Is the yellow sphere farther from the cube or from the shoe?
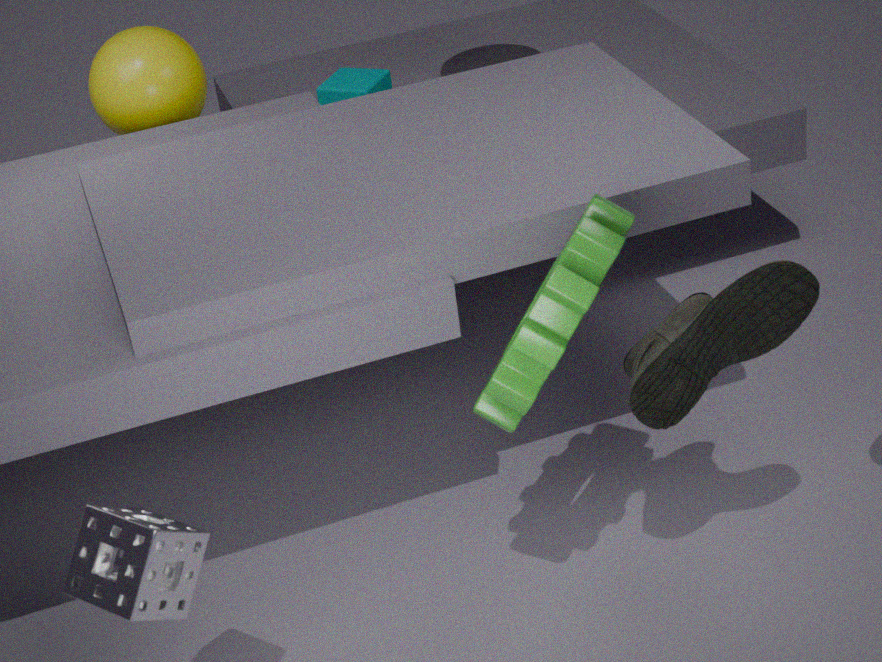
the shoe
